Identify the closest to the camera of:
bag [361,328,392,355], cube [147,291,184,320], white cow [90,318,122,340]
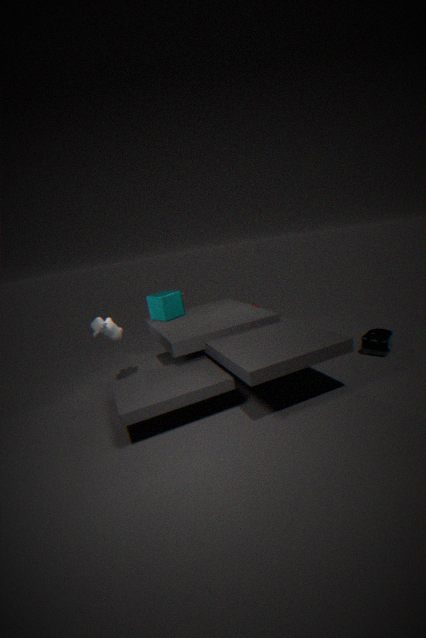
bag [361,328,392,355]
